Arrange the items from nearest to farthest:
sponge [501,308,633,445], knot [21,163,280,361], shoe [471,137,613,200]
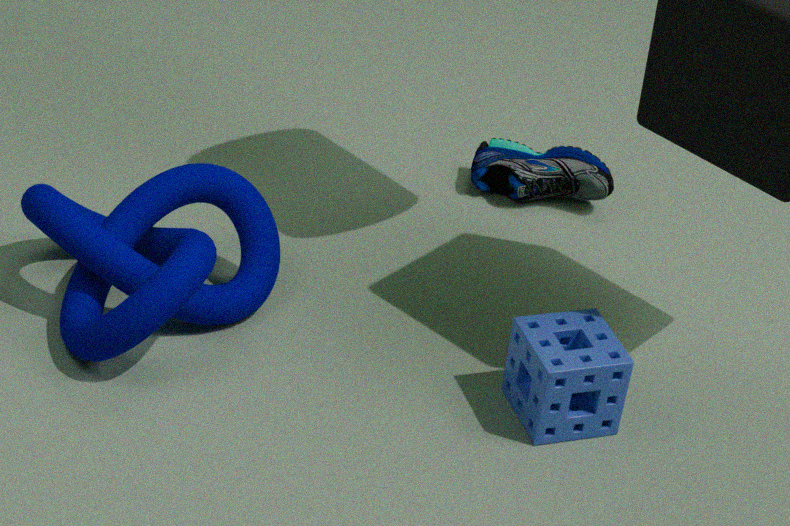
sponge [501,308,633,445]
knot [21,163,280,361]
shoe [471,137,613,200]
